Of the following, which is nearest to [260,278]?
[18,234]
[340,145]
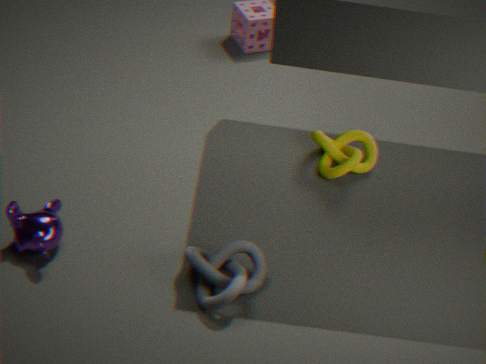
[18,234]
